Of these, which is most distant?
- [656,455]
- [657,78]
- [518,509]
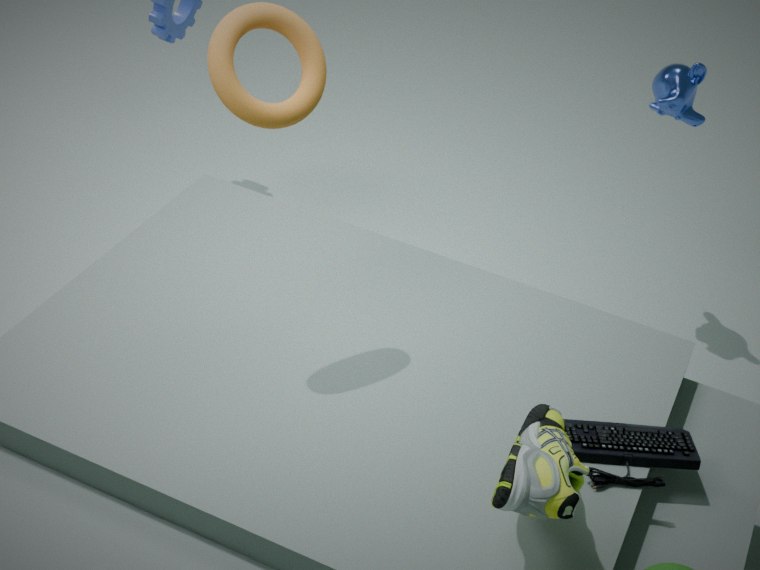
[657,78]
